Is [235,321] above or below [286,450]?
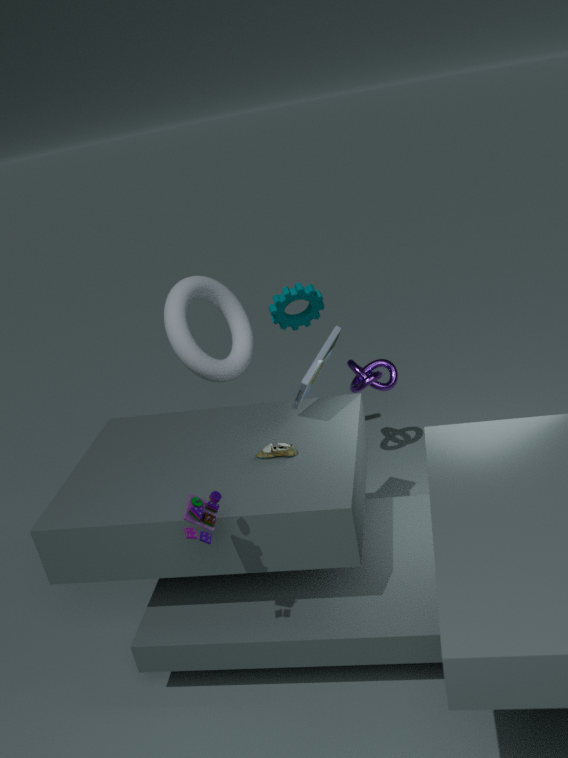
above
